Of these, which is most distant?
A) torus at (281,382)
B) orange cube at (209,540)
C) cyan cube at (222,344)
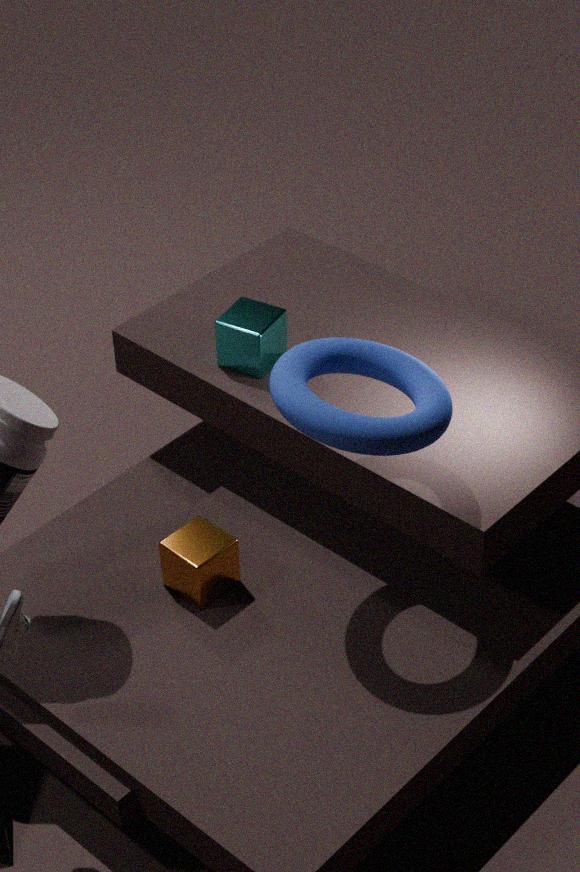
cyan cube at (222,344)
